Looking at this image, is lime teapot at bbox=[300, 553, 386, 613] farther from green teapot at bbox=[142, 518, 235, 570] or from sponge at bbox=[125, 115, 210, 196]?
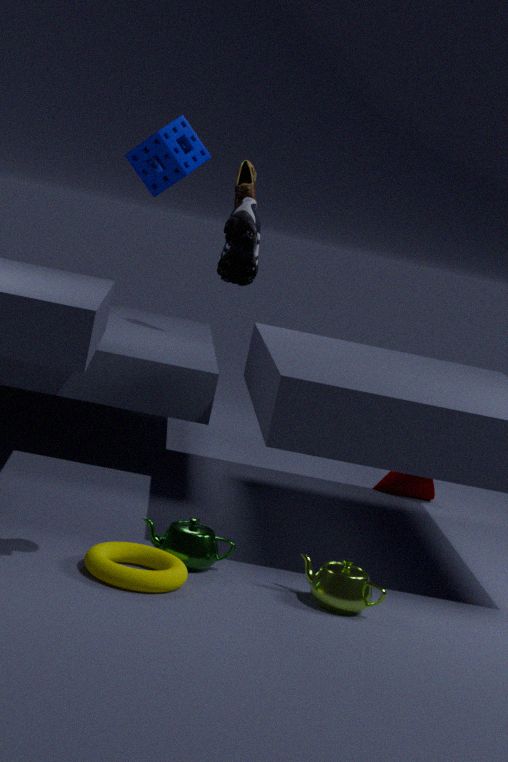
sponge at bbox=[125, 115, 210, 196]
